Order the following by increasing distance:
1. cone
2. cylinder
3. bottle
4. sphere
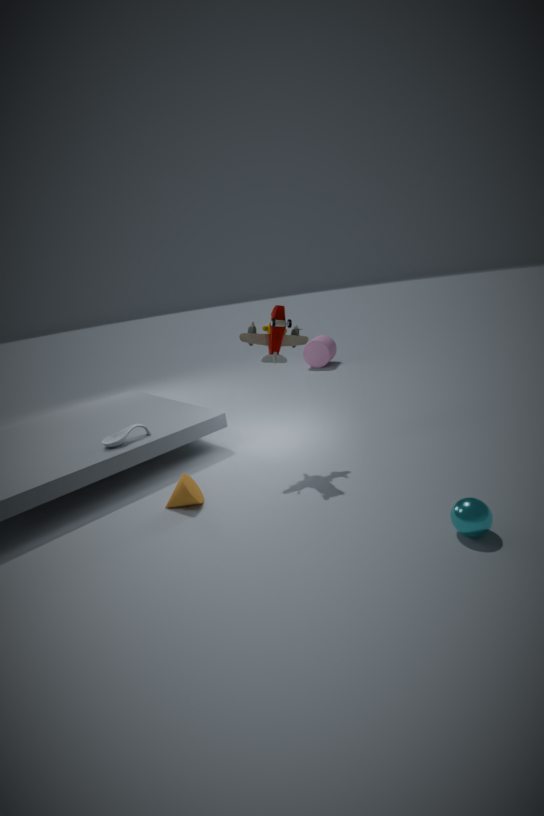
sphere < cone < bottle < cylinder
